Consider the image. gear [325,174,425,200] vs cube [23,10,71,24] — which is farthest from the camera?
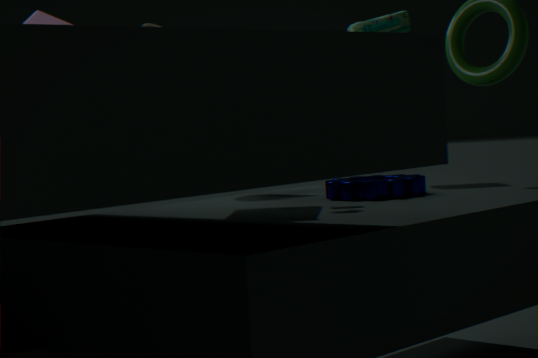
cube [23,10,71,24]
